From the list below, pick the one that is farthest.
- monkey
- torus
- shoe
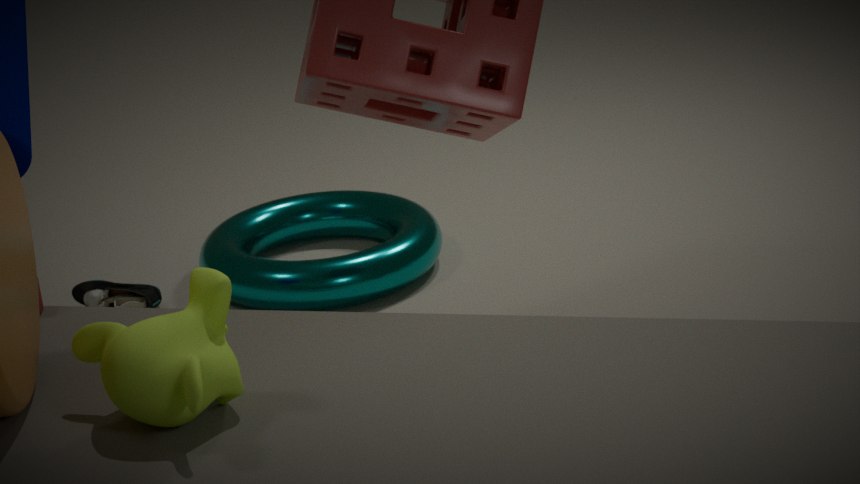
shoe
